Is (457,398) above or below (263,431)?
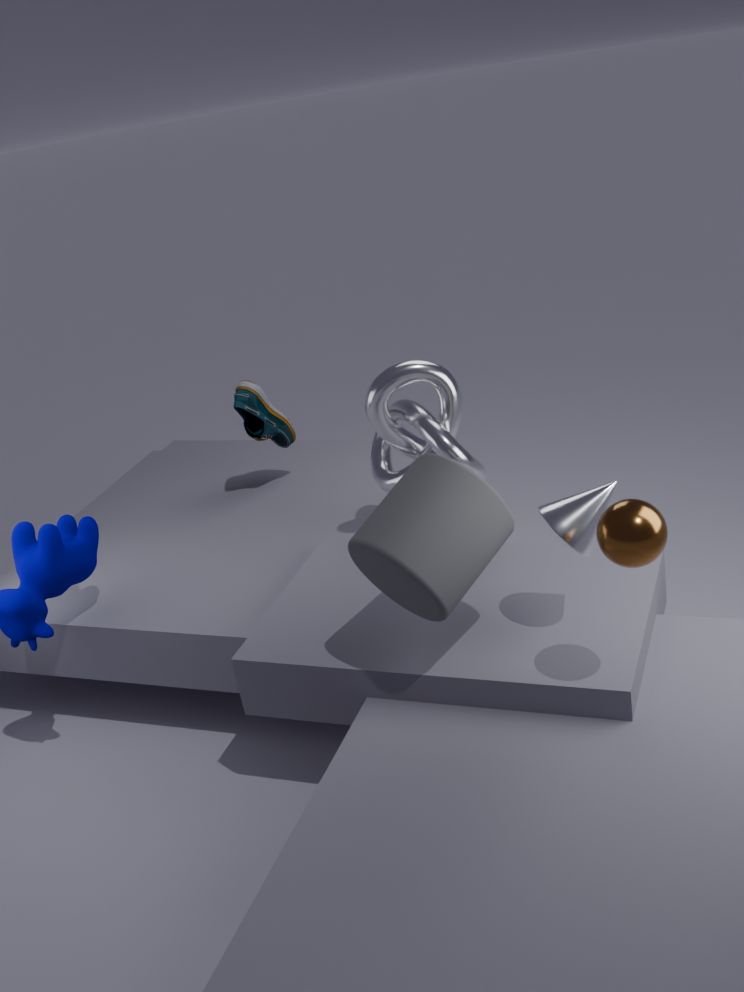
above
